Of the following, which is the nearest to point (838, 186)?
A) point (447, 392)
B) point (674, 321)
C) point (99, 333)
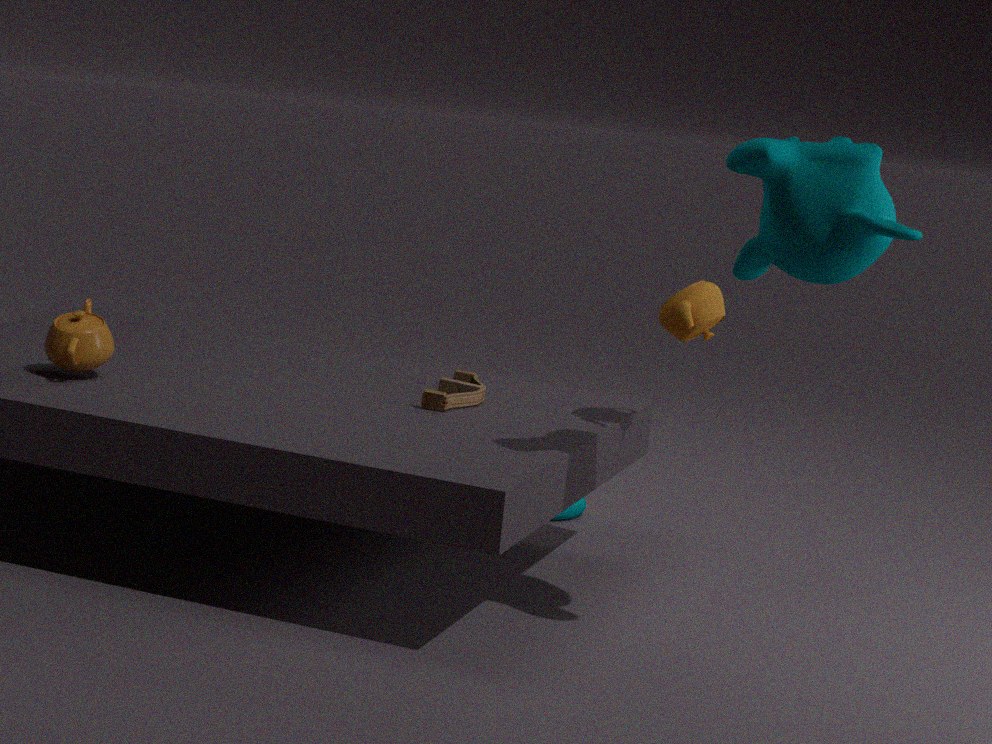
point (674, 321)
